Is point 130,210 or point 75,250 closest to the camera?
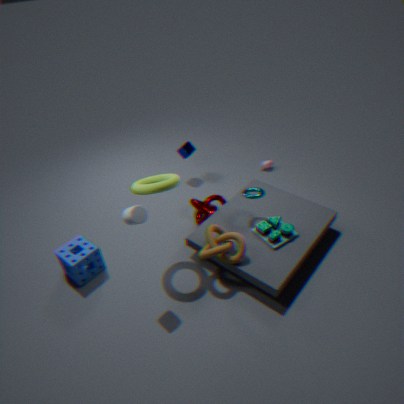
point 130,210
